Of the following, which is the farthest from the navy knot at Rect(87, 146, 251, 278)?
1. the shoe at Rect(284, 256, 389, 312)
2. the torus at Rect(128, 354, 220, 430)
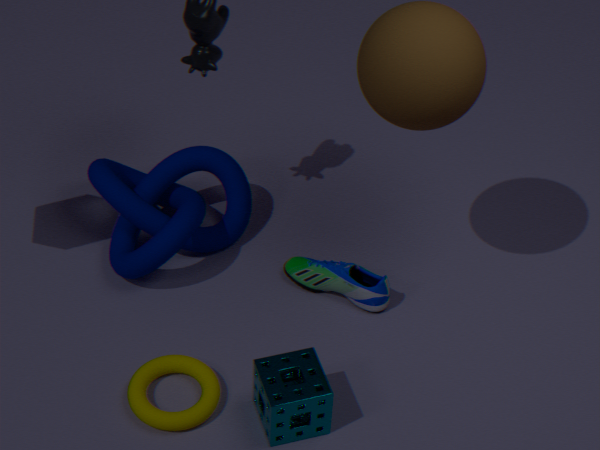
the torus at Rect(128, 354, 220, 430)
